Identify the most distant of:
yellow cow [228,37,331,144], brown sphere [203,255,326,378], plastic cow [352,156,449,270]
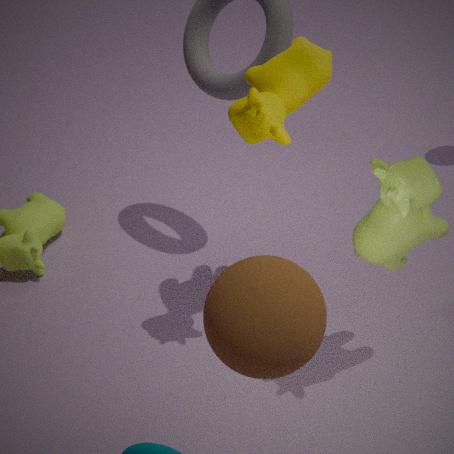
yellow cow [228,37,331,144]
